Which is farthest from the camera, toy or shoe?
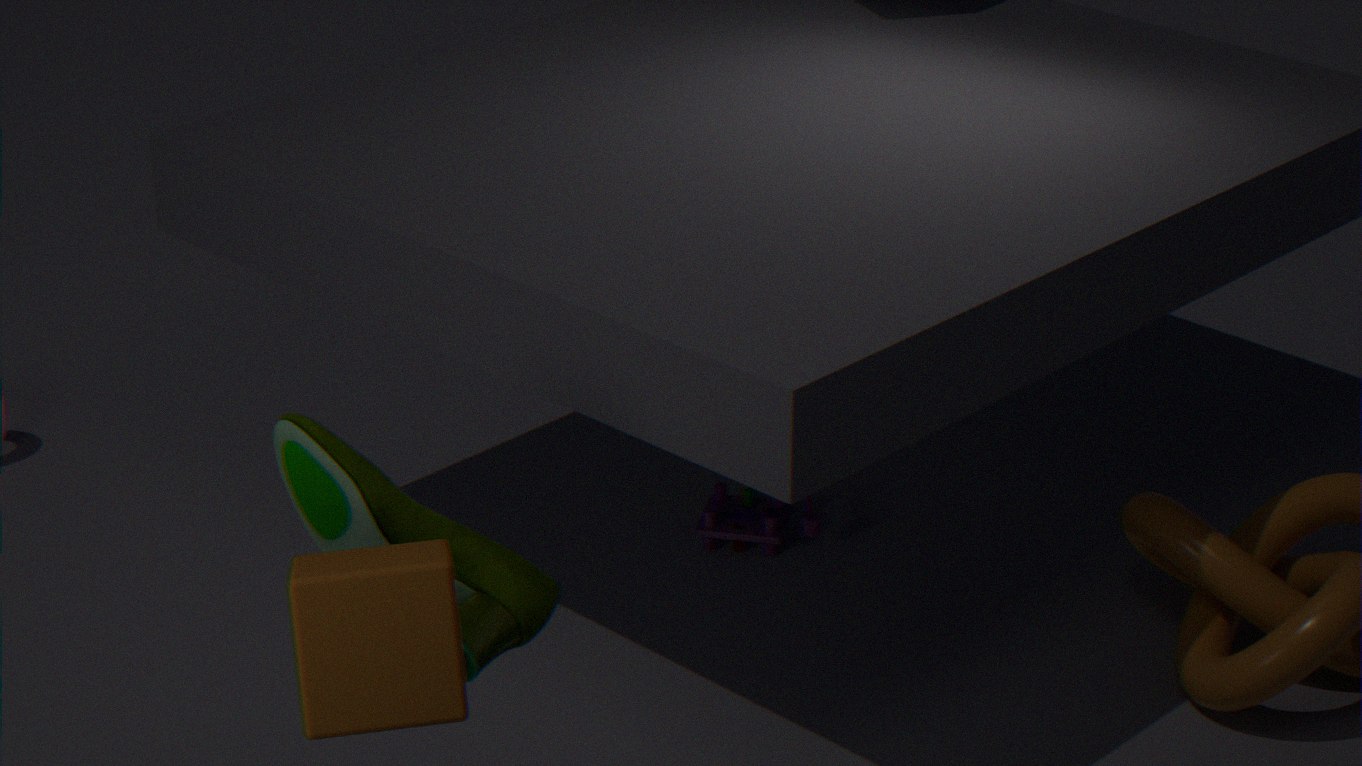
toy
